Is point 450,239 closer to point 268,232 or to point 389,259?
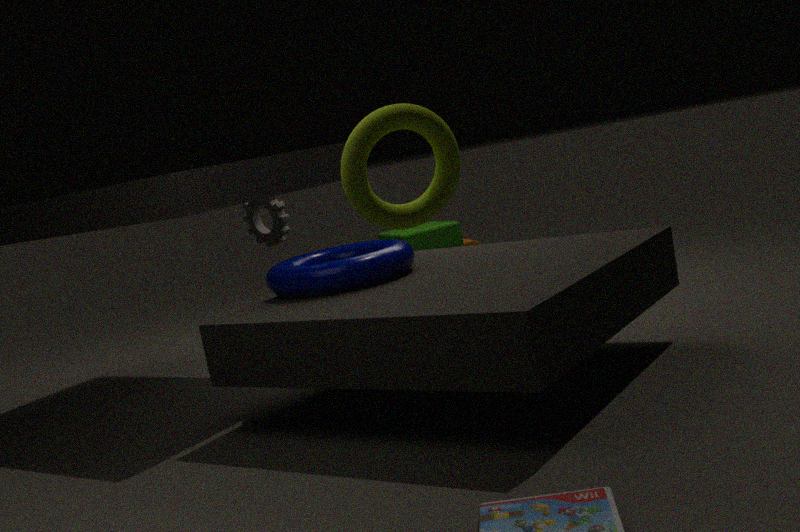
point 268,232
